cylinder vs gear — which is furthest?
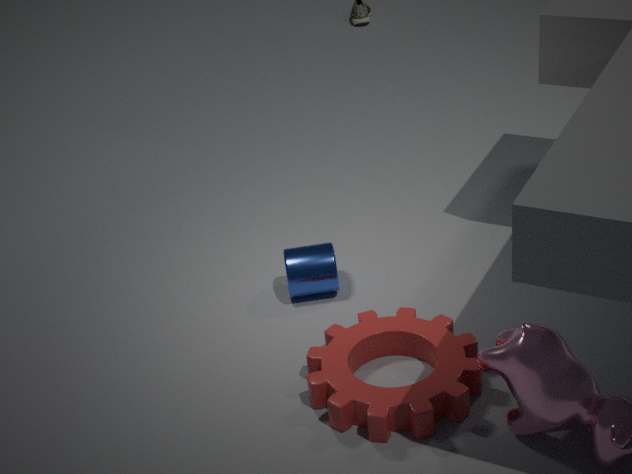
cylinder
